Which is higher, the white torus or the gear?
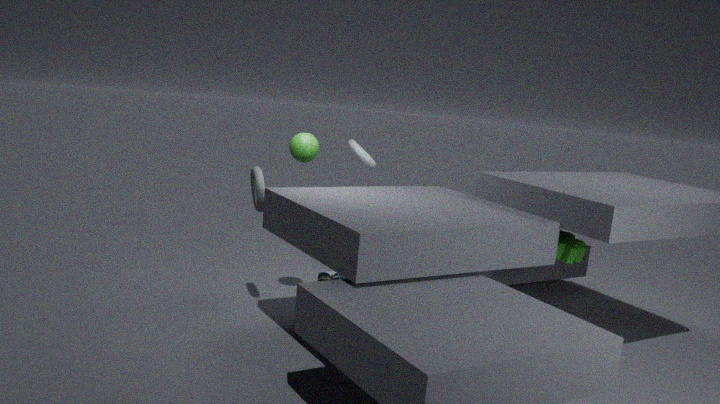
the white torus
